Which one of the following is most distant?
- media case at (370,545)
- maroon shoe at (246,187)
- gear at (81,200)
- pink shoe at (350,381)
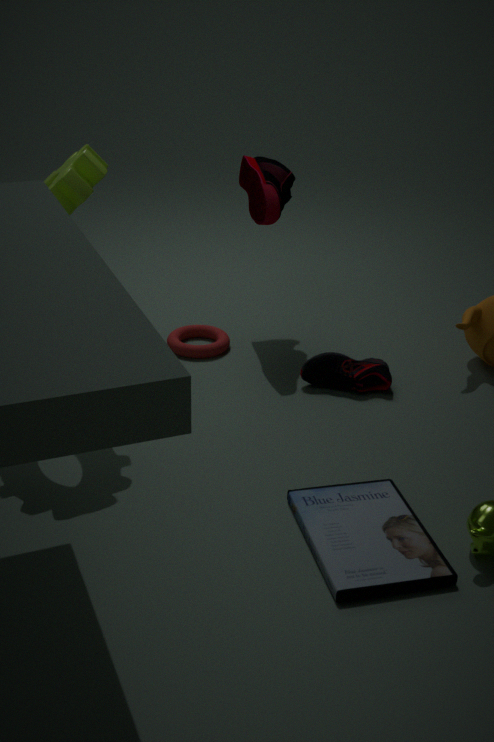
maroon shoe at (246,187)
